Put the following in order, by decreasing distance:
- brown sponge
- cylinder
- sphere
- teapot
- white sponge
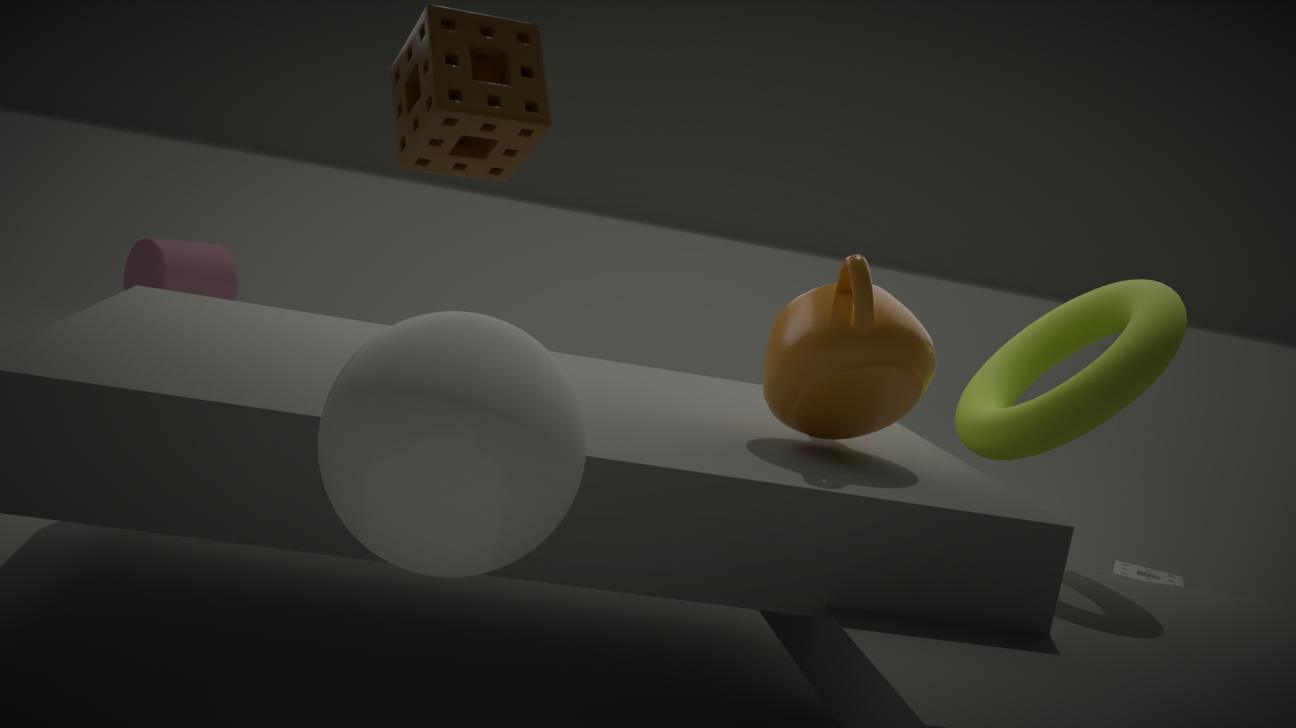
cylinder → white sponge → teapot → brown sponge → sphere
